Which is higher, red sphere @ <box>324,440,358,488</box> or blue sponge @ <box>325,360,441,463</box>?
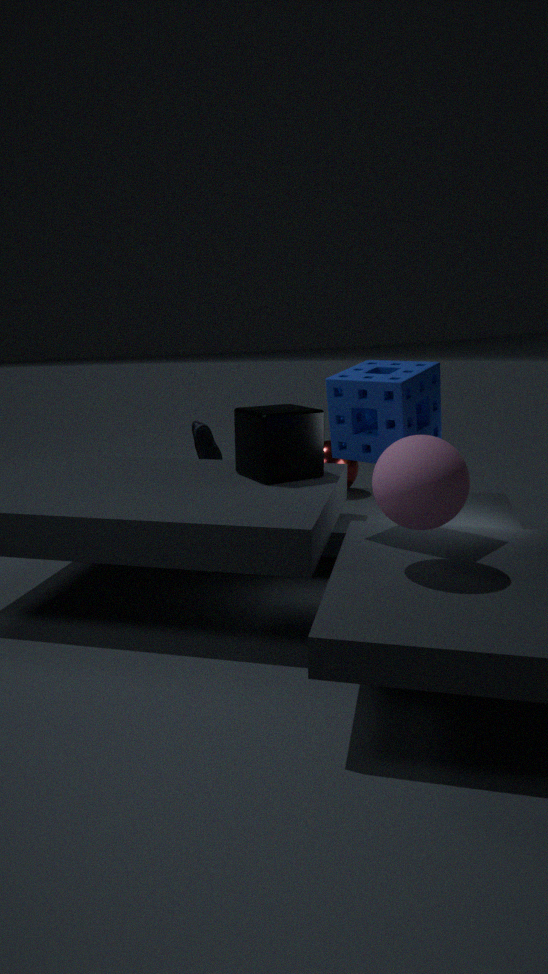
blue sponge @ <box>325,360,441,463</box>
